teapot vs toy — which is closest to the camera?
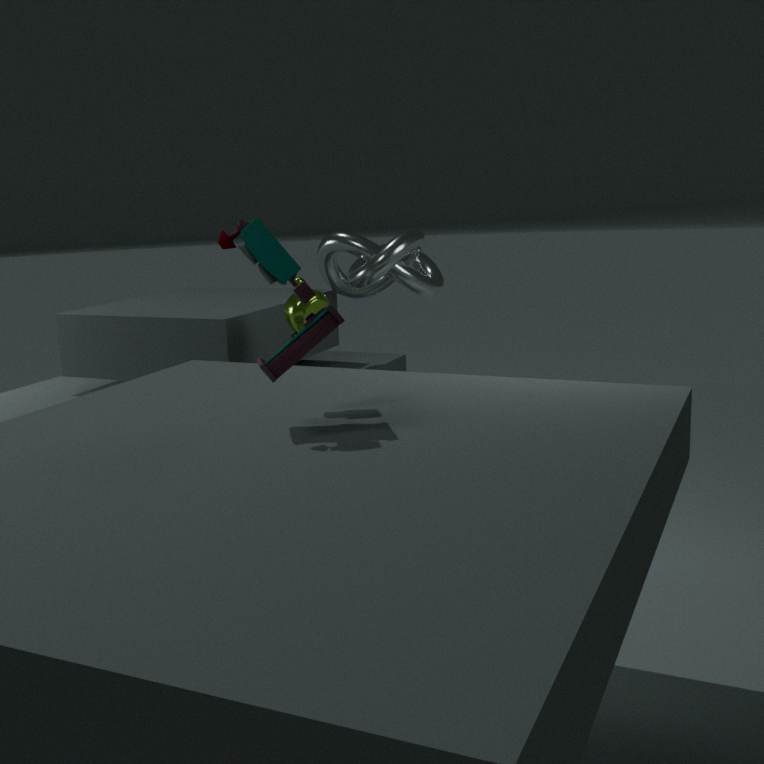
toy
